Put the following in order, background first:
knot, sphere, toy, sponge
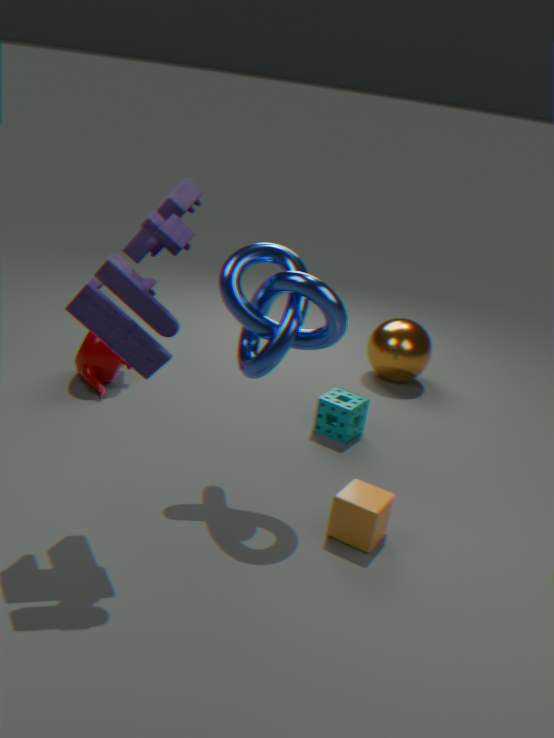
sphere, sponge, knot, toy
